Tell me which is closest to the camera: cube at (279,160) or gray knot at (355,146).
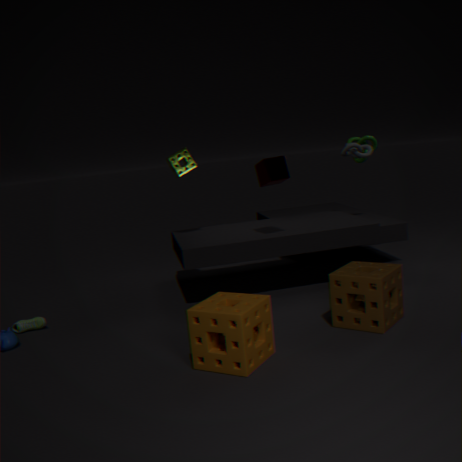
cube at (279,160)
